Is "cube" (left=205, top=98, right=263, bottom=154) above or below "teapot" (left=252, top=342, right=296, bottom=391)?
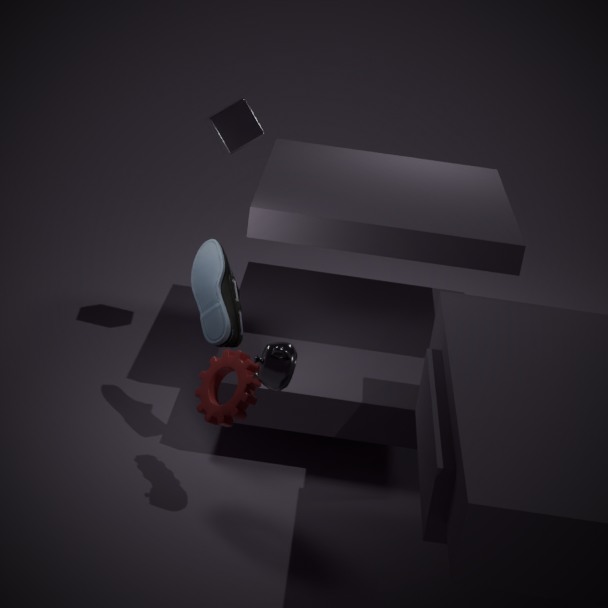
above
